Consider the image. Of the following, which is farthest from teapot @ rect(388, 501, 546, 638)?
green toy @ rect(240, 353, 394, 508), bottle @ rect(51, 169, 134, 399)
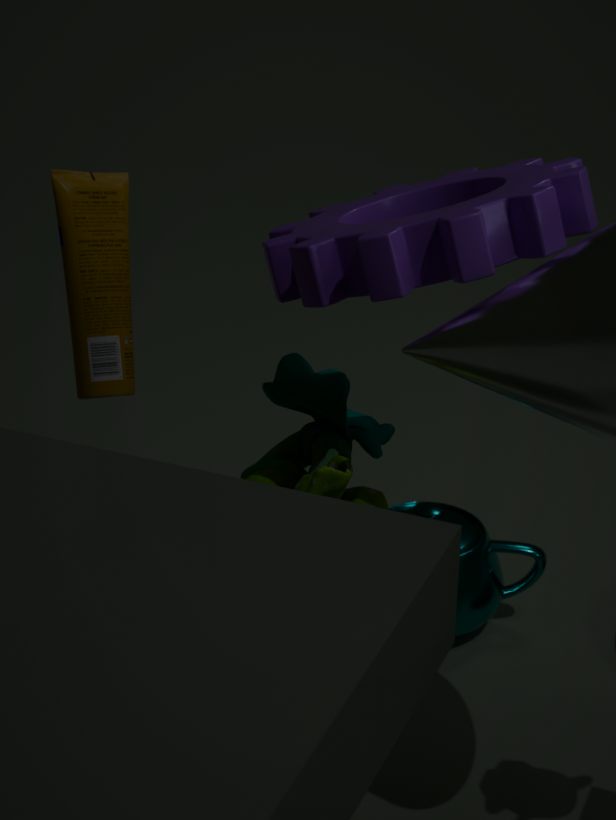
bottle @ rect(51, 169, 134, 399)
